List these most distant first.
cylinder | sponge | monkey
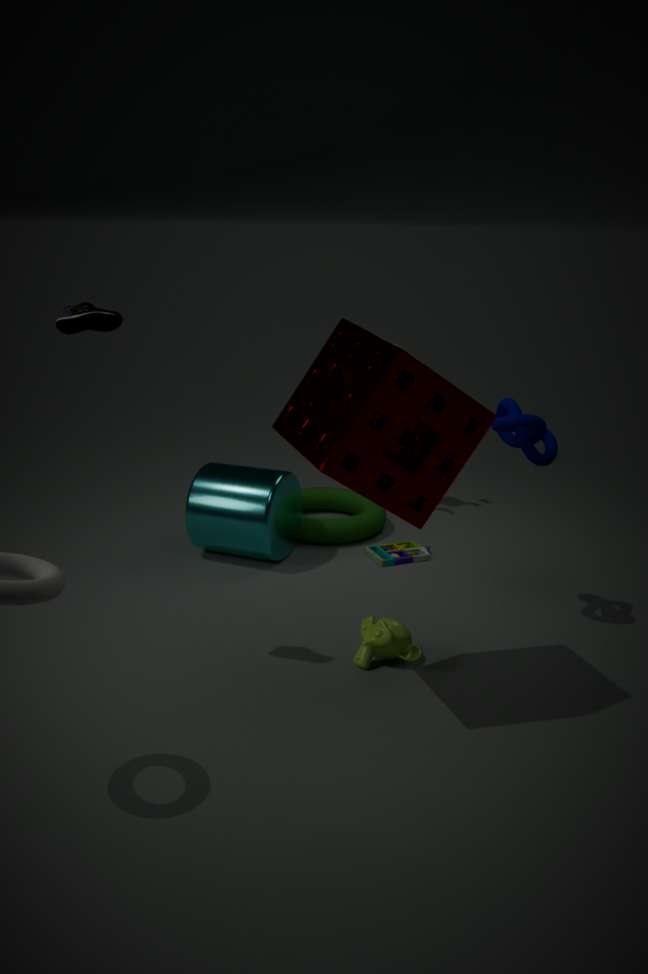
cylinder, monkey, sponge
